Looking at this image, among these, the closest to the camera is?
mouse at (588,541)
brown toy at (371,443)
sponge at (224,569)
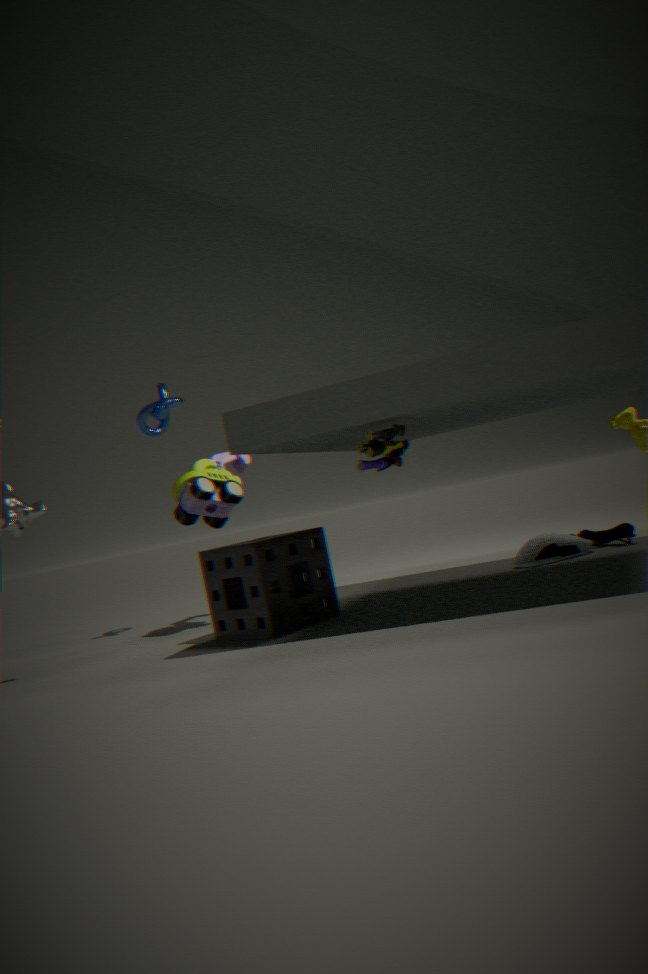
brown toy at (371,443)
